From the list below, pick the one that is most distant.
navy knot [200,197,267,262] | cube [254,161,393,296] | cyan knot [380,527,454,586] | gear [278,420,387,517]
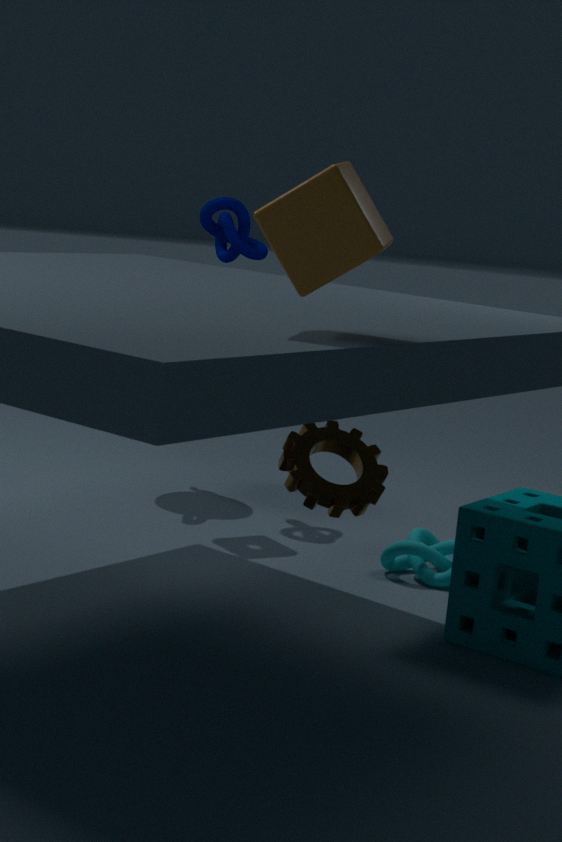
navy knot [200,197,267,262]
